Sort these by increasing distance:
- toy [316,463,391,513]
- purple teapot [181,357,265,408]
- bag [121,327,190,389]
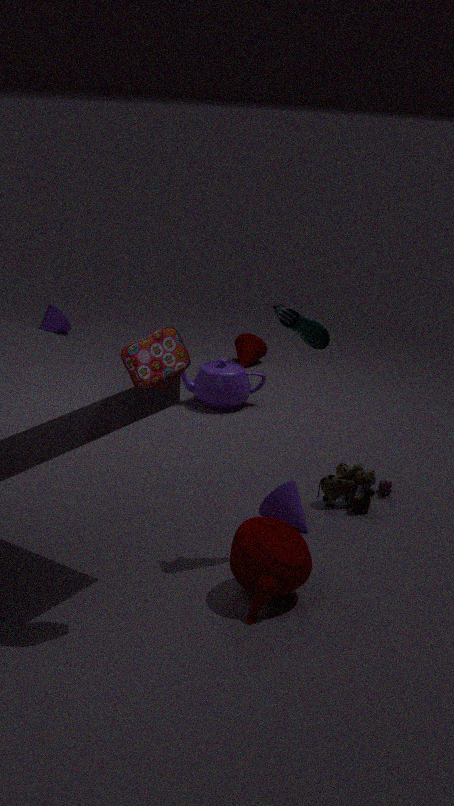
bag [121,327,190,389]
toy [316,463,391,513]
purple teapot [181,357,265,408]
